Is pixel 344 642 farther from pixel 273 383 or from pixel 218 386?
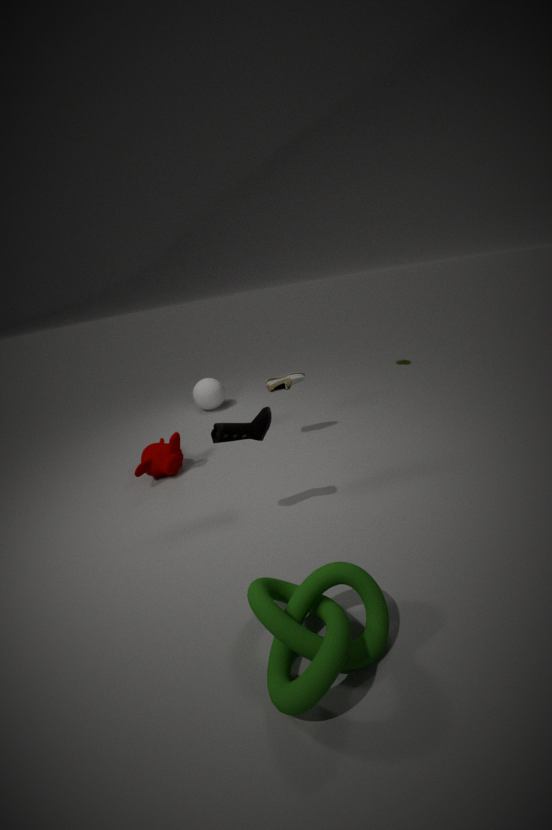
pixel 218 386
